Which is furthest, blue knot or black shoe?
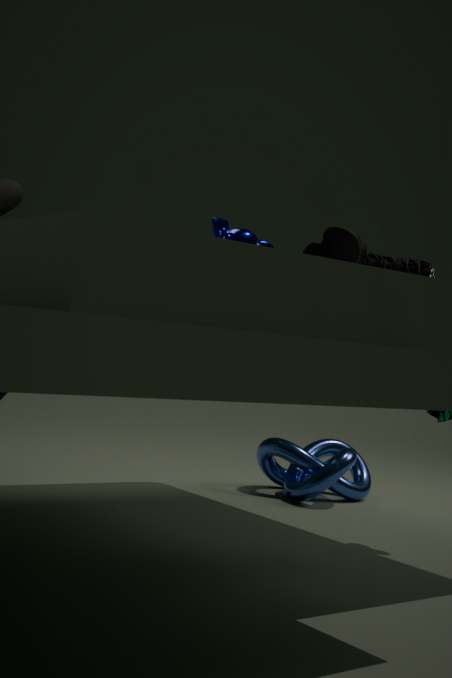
blue knot
